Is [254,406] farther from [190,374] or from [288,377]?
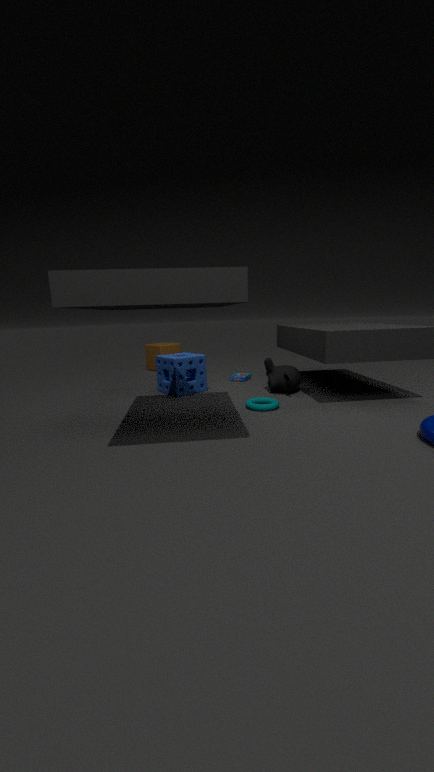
[190,374]
